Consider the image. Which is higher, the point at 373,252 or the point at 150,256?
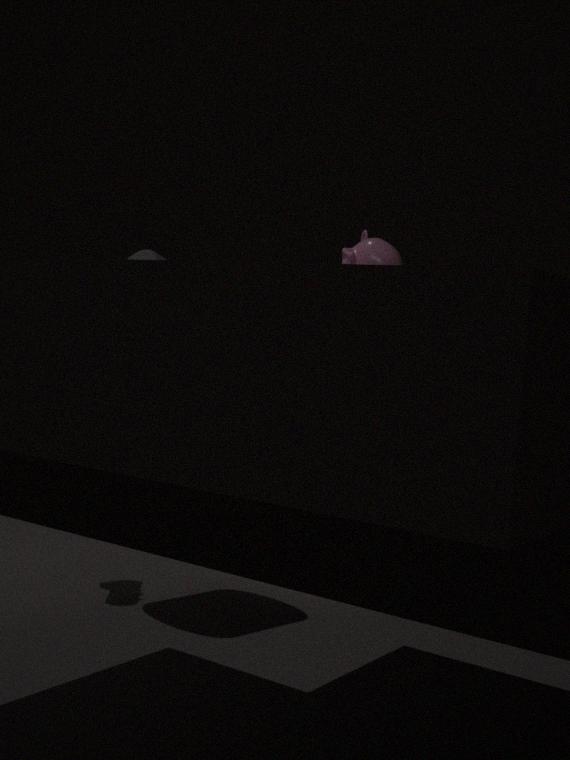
the point at 373,252
